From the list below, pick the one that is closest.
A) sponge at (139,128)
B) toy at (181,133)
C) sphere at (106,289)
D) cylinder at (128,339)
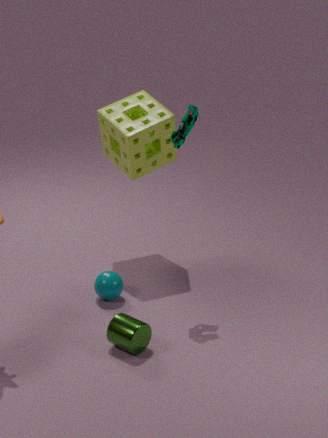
cylinder at (128,339)
